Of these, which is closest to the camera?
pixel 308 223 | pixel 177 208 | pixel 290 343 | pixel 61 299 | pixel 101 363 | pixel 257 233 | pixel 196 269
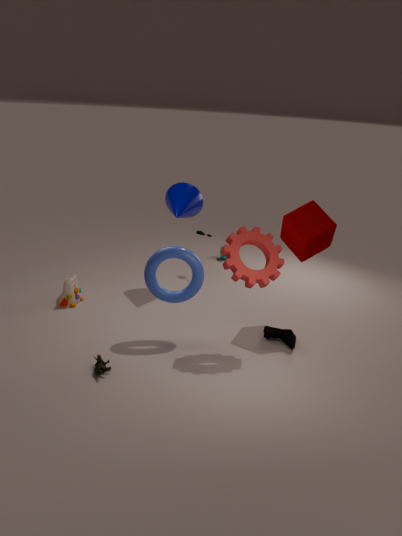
pixel 101 363
